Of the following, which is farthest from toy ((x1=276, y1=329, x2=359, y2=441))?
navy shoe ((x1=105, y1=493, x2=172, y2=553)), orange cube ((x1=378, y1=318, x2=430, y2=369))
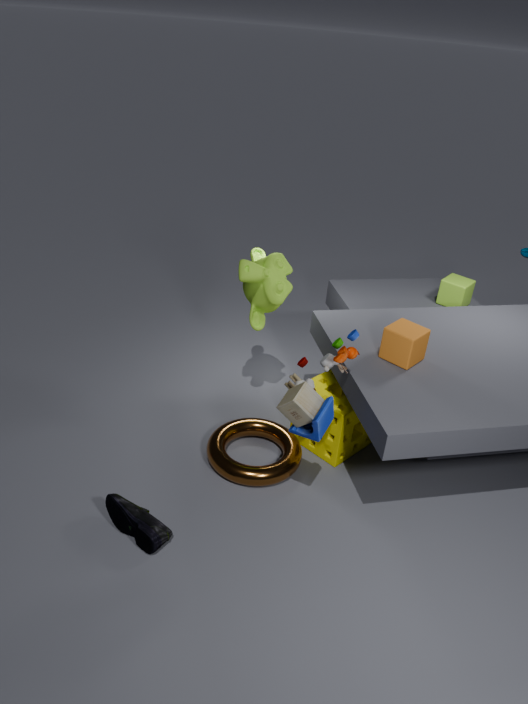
navy shoe ((x1=105, y1=493, x2=172, y2=553))
